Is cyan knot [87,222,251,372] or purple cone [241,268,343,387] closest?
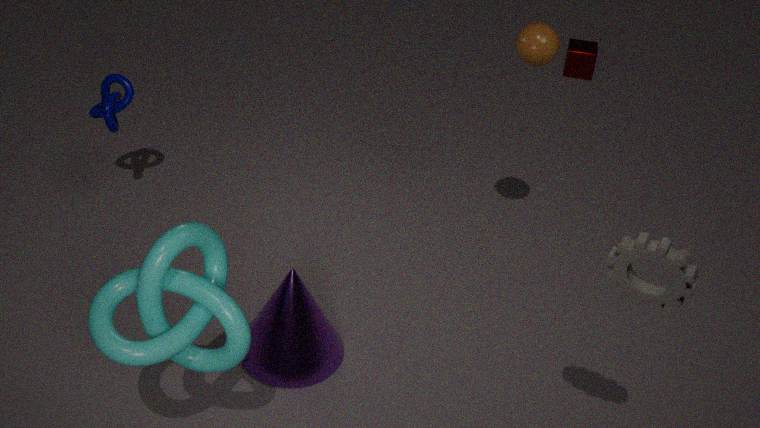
cyan knot [87,222,251,372]
